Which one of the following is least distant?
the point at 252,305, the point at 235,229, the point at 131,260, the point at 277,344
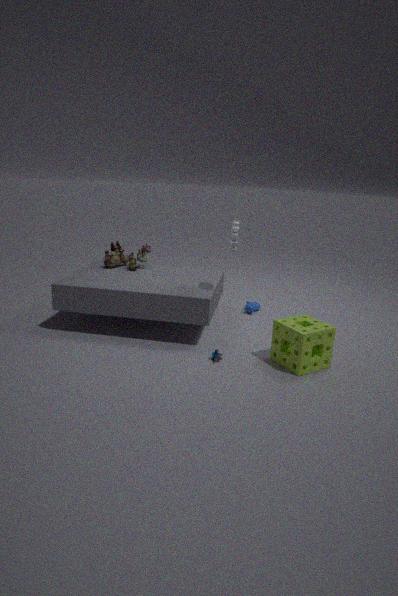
the point at 277,344
